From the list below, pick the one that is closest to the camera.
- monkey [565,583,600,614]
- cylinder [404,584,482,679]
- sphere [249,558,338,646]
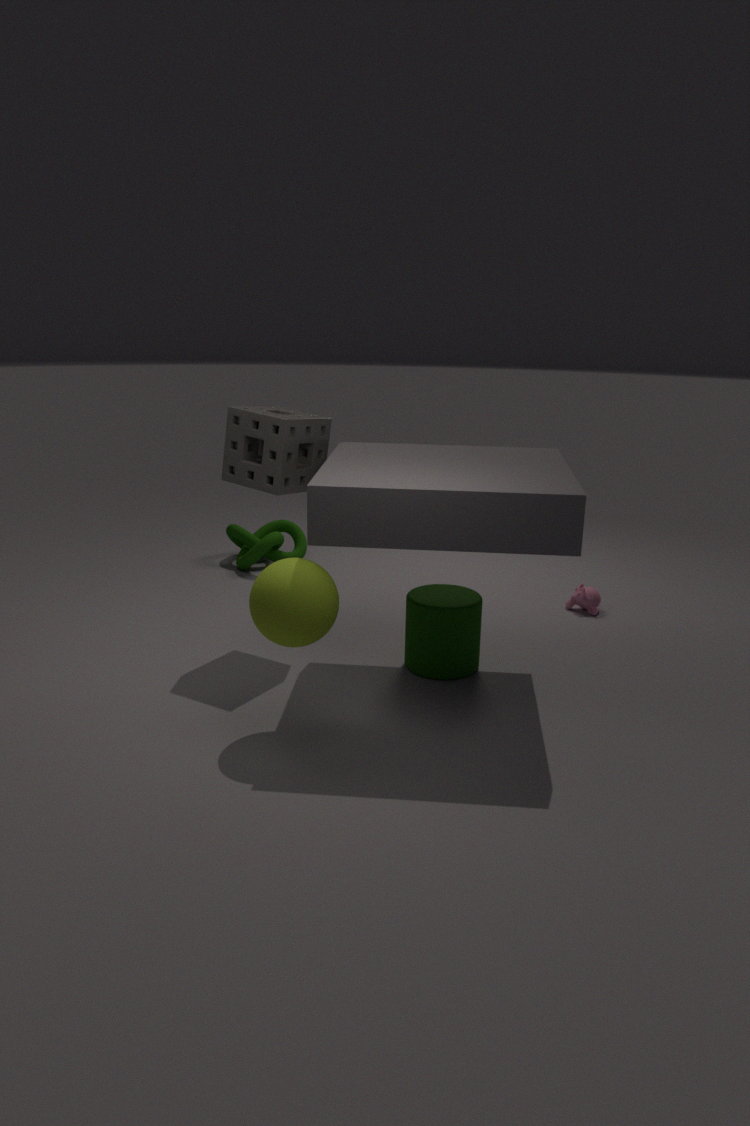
sphere [249,558,338,646]
